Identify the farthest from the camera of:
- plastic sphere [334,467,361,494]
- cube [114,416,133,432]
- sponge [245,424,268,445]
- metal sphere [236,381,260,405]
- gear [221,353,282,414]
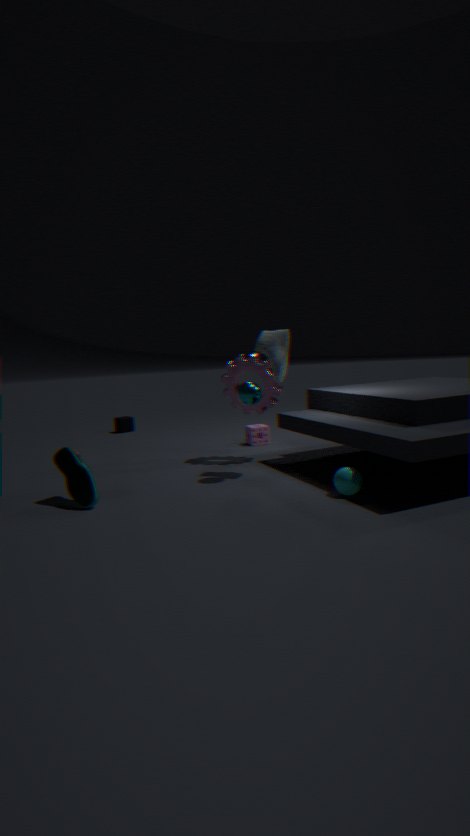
cube [114,416,133,432]
